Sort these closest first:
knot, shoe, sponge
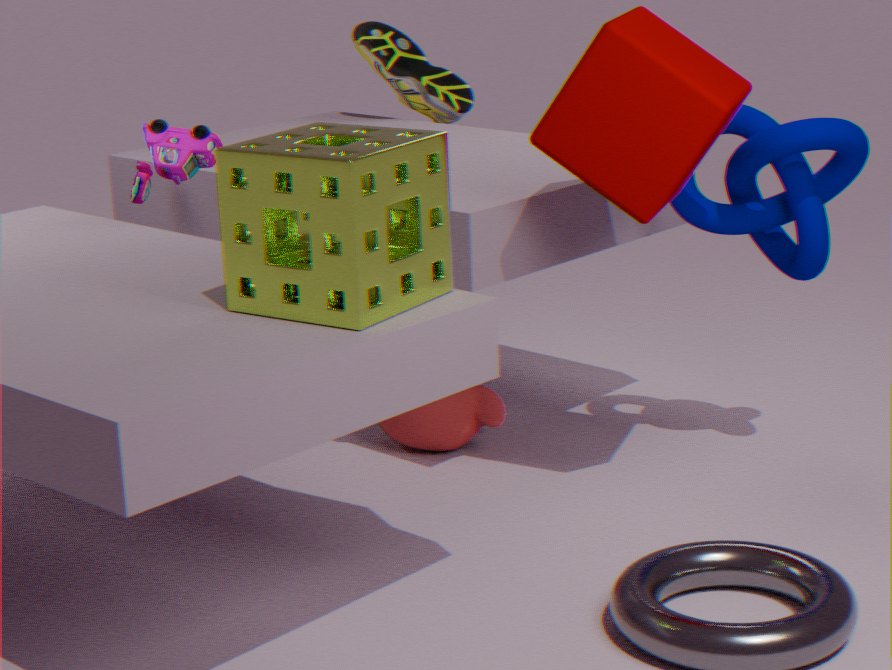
sponge, knot, shoe
